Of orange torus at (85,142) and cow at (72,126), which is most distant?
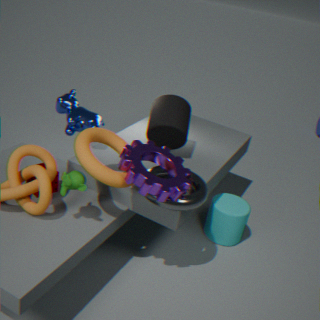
cow at (72,126)
